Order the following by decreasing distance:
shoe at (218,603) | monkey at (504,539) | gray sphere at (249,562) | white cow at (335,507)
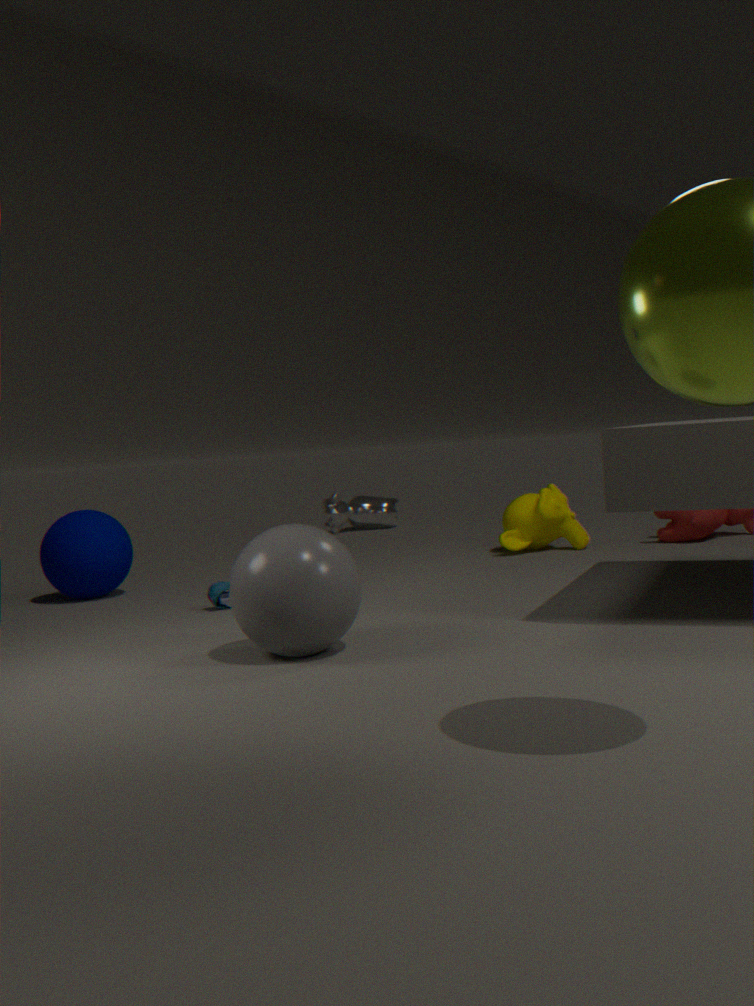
white cow at (335,507)
monkey at (504,539)
shoe at (218,603)
gray sphere at (249,562)
